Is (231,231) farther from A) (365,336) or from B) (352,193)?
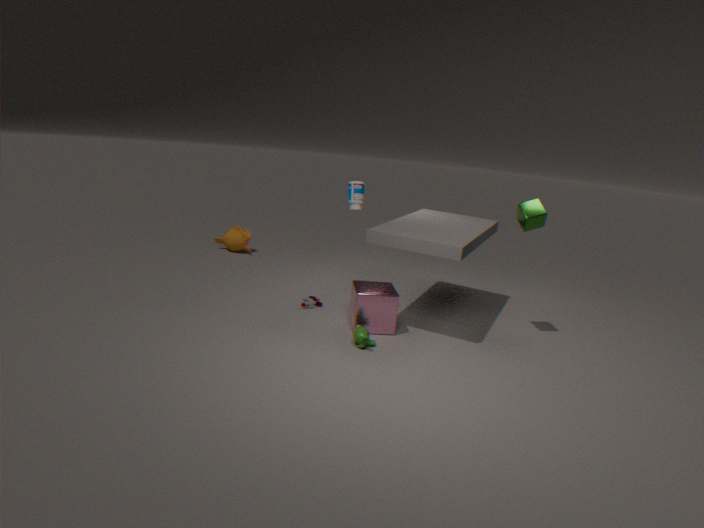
A) (365,336)
